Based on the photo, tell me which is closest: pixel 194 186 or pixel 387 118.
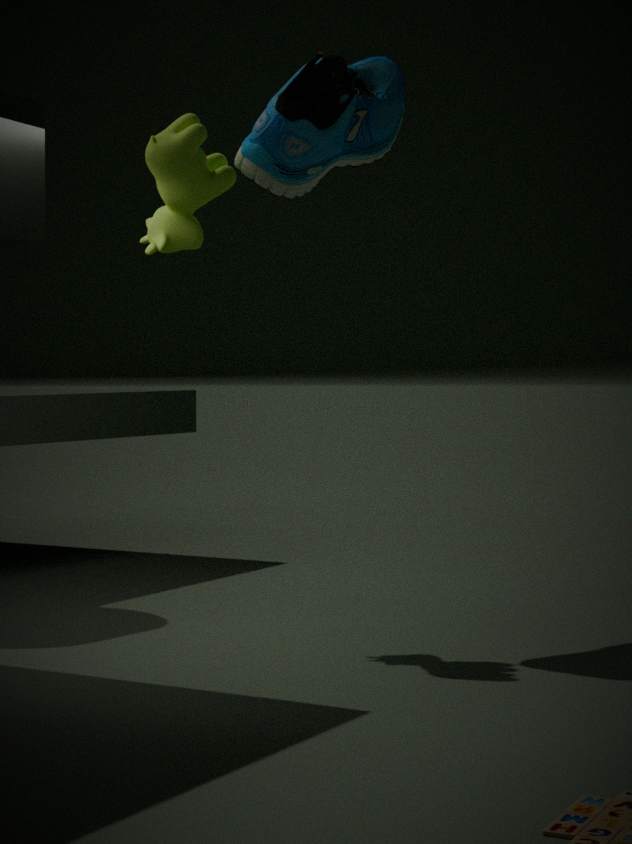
pixel 194 186
